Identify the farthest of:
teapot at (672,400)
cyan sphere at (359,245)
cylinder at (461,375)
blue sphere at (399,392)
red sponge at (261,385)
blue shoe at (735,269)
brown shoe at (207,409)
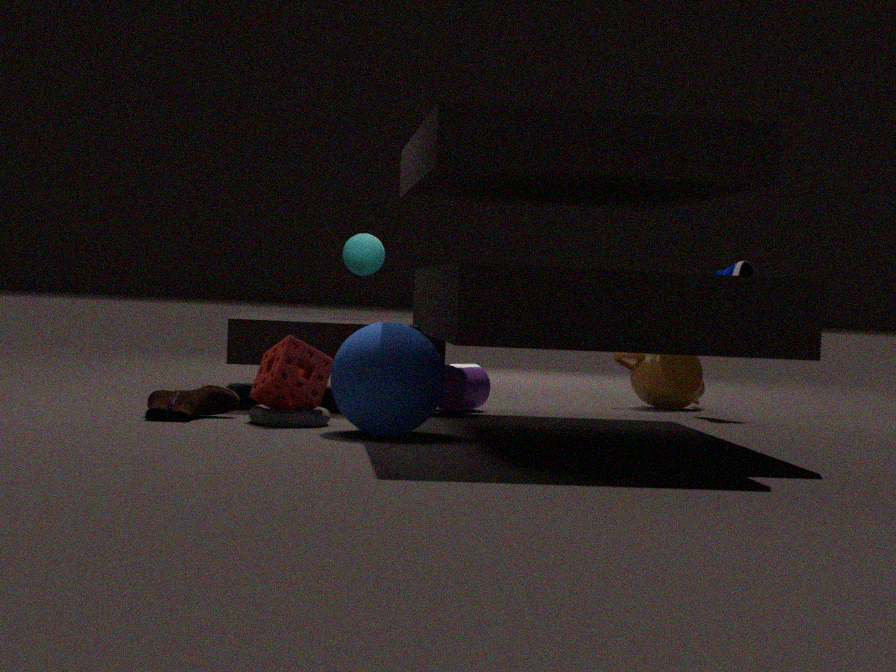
teapot at (672,400)
